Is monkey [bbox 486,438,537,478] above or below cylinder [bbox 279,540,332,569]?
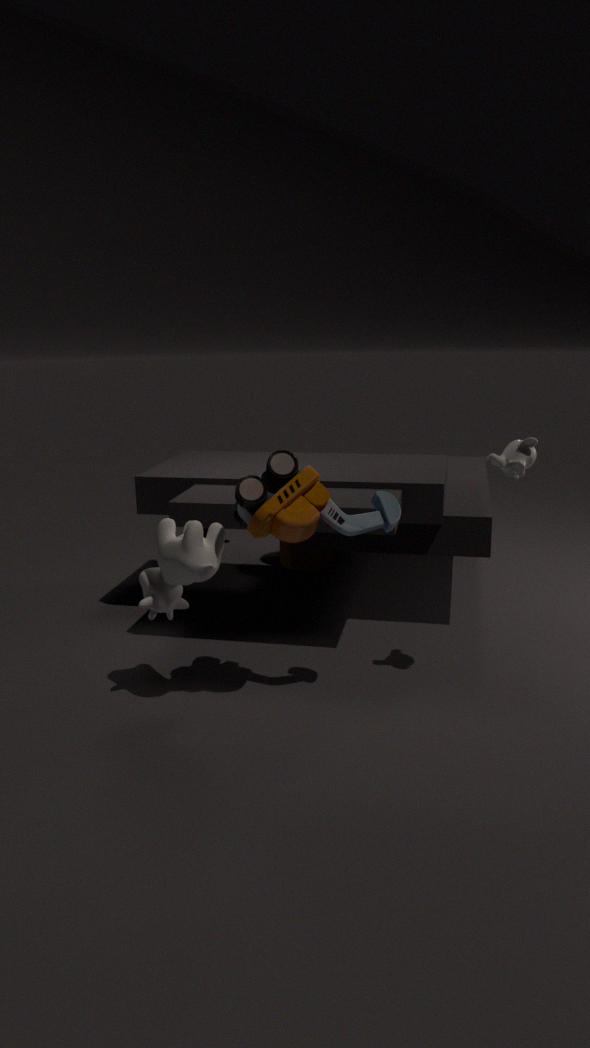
above
